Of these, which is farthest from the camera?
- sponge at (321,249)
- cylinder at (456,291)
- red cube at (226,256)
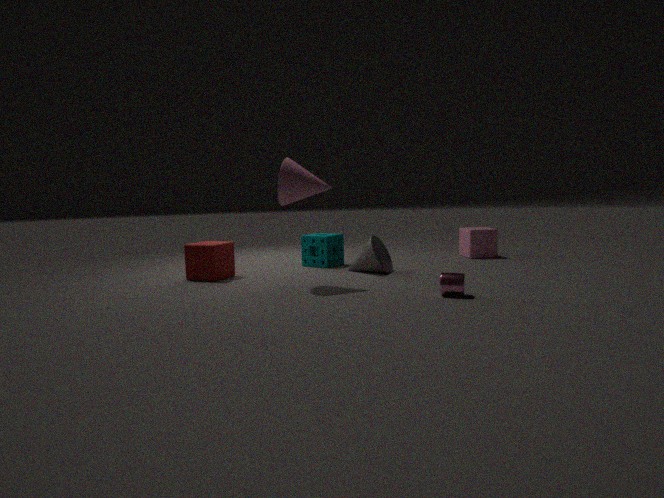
sponge at (321,249)
